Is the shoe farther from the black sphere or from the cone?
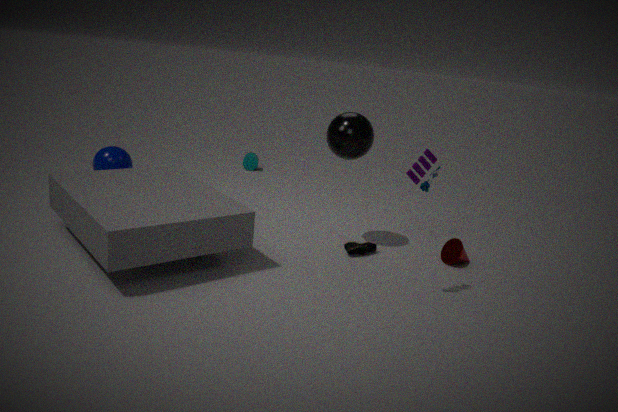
the black sphere
